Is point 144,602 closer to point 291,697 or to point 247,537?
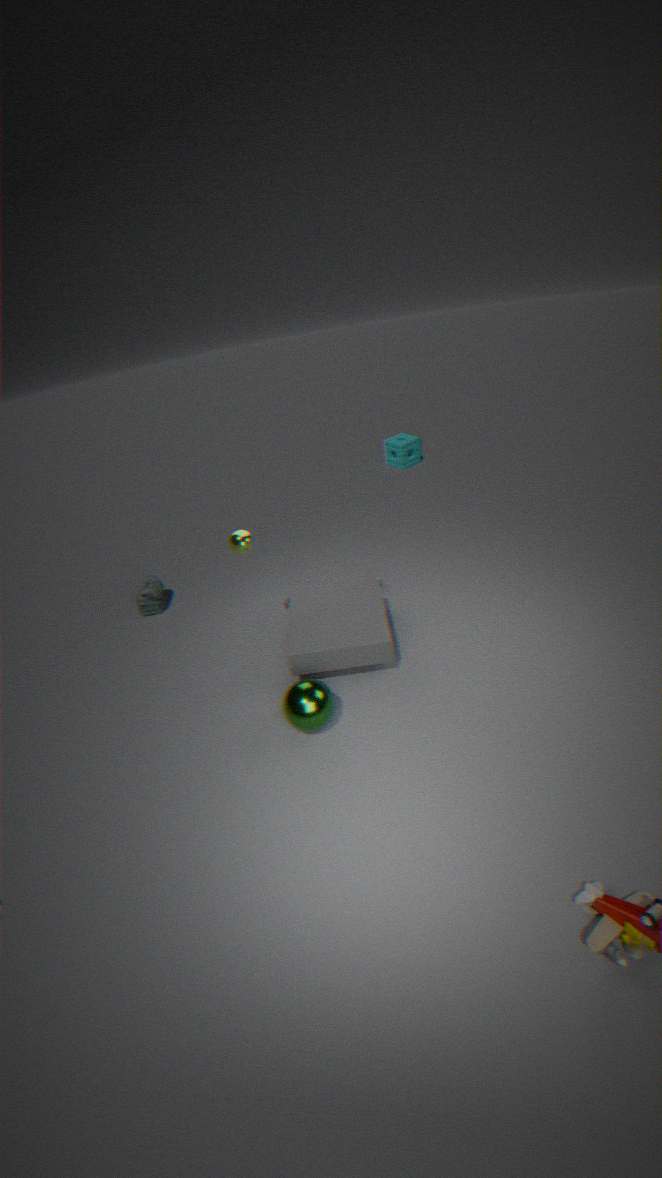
point 247,537
